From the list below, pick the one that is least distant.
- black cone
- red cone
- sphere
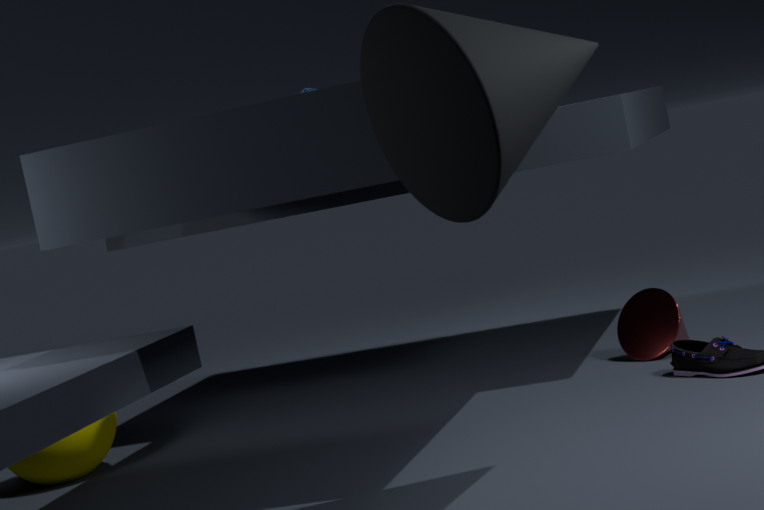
black cone
